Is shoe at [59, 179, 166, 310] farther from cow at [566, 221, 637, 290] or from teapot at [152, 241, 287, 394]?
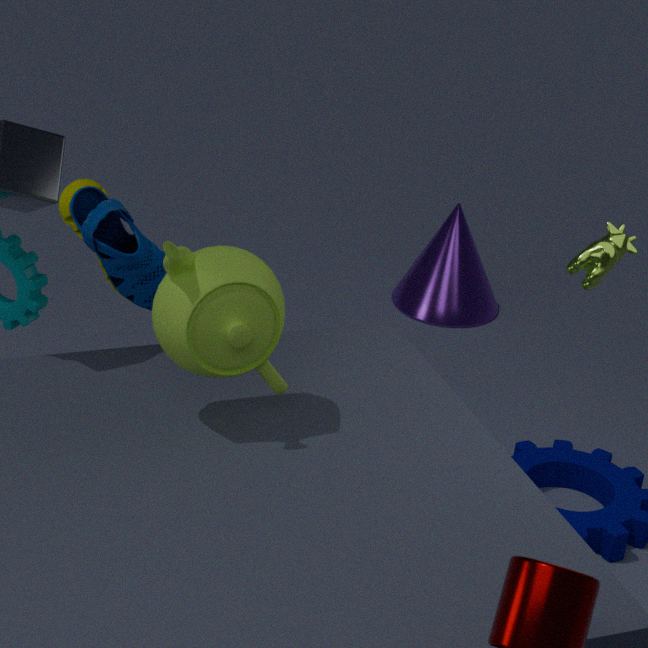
cow at [566, 221, 637, 290]
